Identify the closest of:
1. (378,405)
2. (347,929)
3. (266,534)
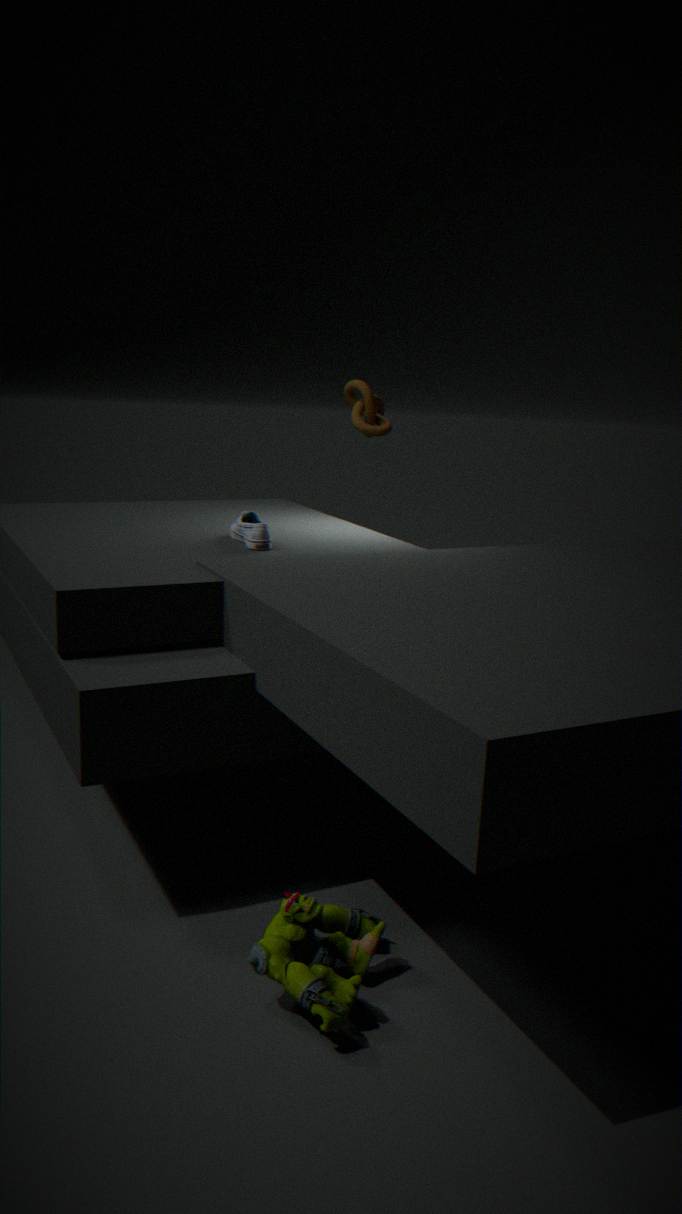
(347,929)
